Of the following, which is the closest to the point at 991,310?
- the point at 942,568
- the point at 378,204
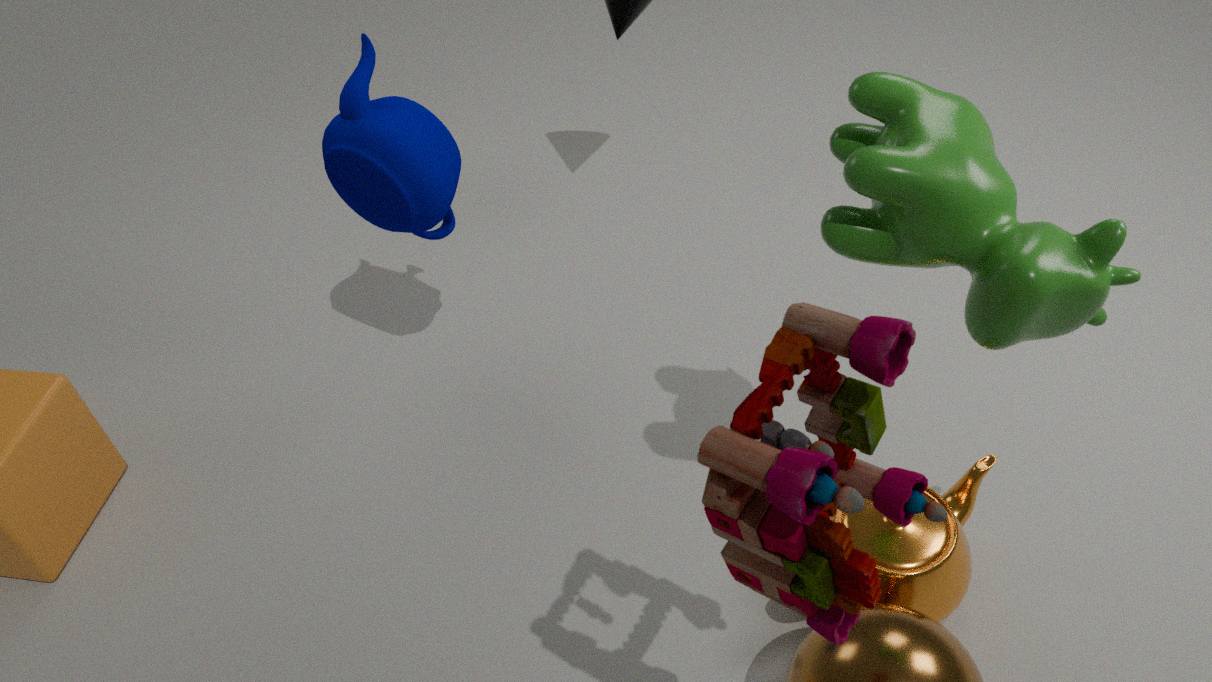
the point at 942,568
